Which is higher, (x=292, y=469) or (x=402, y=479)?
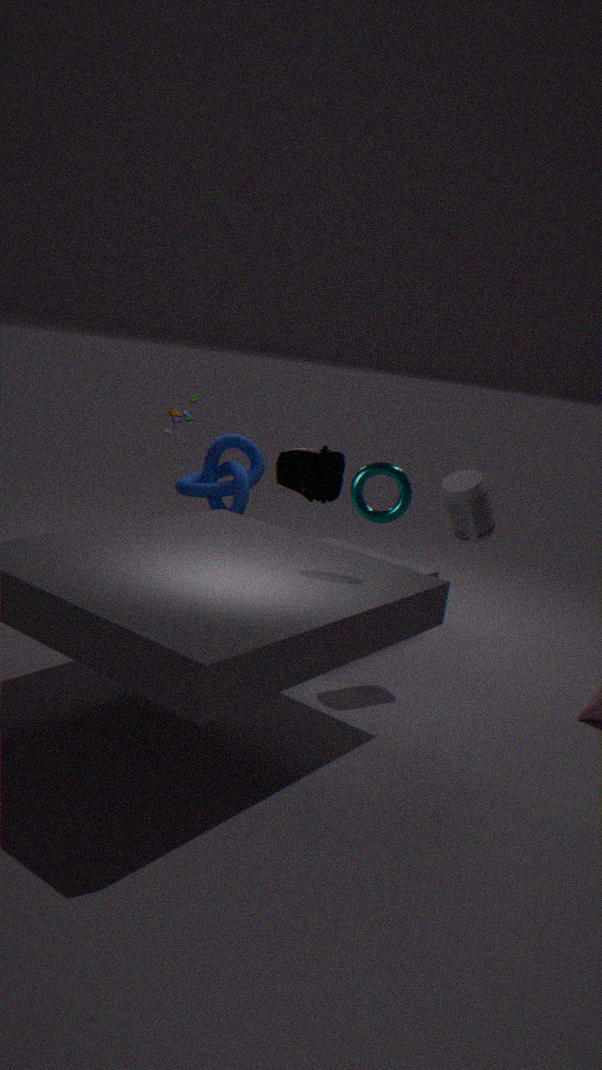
(x=402, y=479)
